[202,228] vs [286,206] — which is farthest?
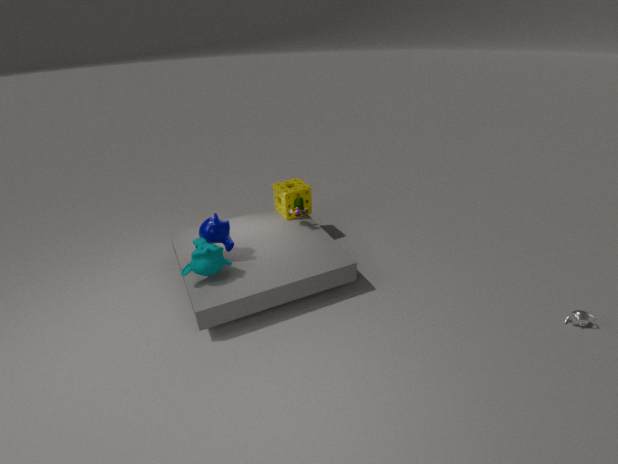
[286,206]
